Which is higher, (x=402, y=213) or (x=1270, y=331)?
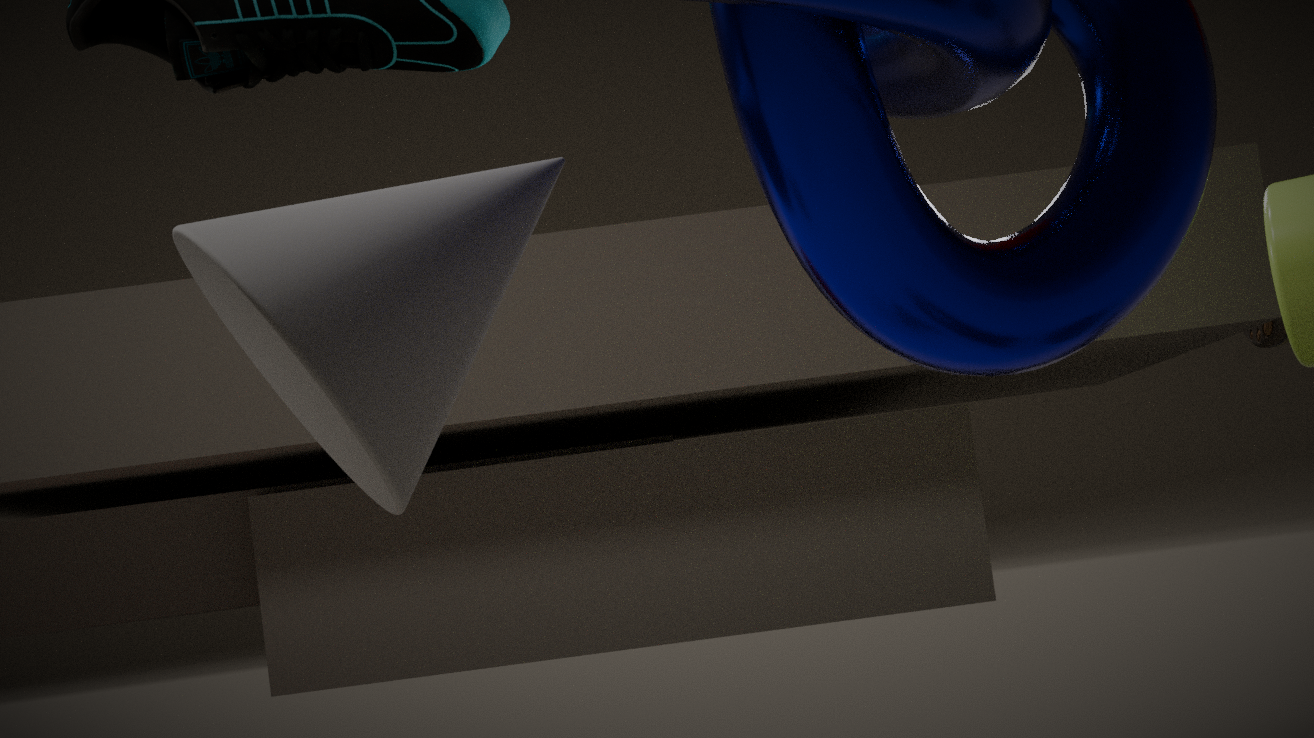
(x=1270, y=331)
